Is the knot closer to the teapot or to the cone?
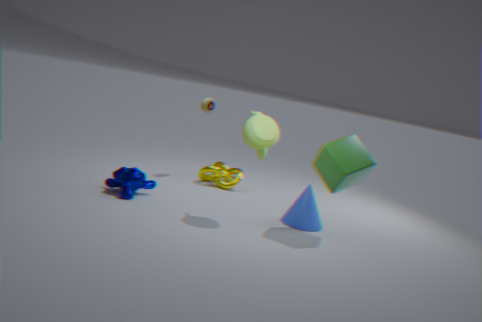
the cone
